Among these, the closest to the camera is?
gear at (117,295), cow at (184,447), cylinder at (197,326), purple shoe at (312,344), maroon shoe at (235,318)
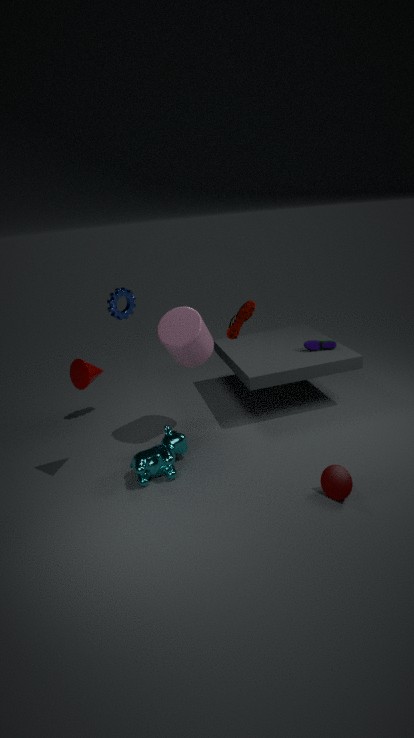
cow at (184,447)
